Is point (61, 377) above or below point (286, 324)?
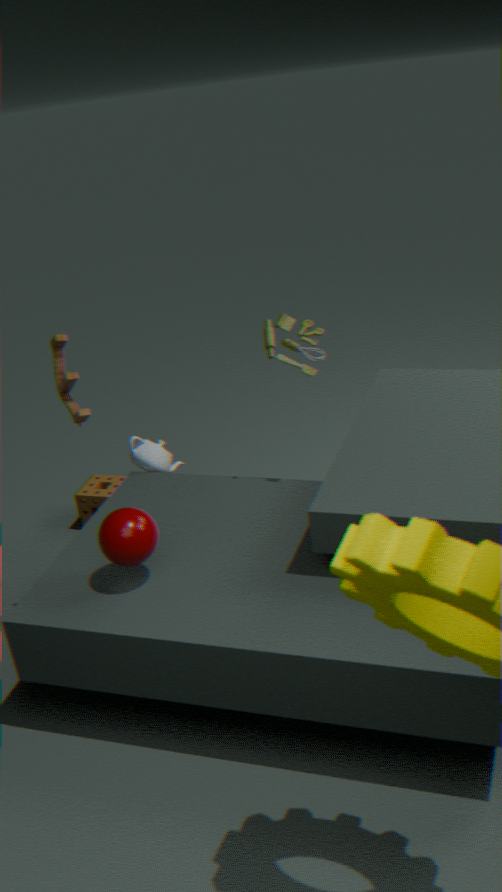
above
